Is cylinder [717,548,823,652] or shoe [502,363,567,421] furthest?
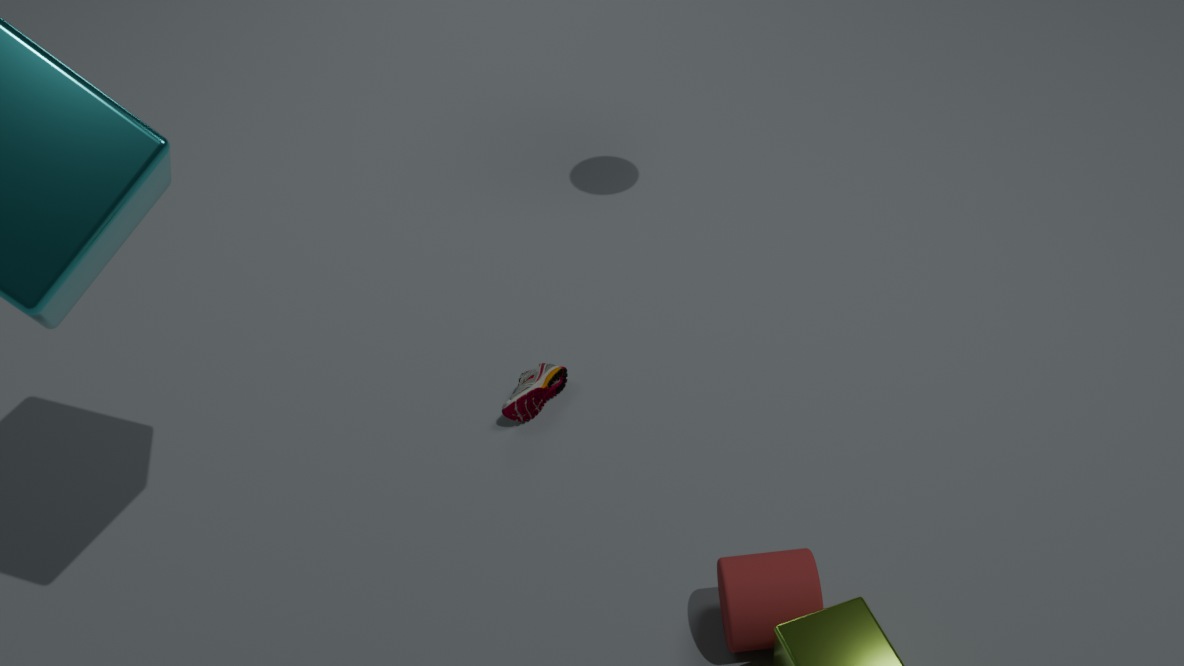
shoe [502,363,567,421]
